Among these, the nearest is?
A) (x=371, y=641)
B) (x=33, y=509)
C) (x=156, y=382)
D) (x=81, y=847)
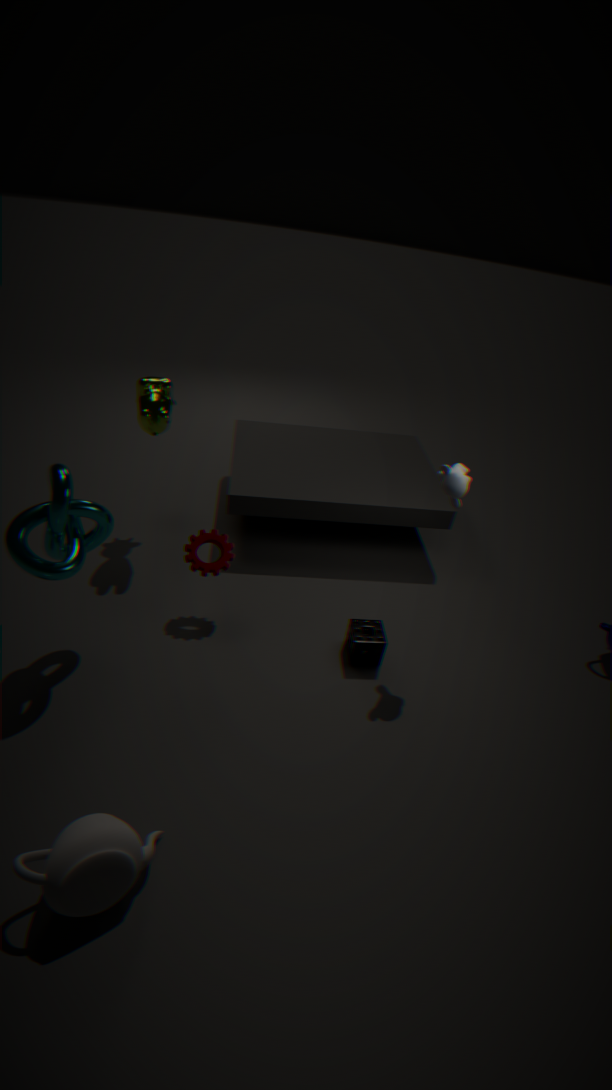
(x=81, y=847)
